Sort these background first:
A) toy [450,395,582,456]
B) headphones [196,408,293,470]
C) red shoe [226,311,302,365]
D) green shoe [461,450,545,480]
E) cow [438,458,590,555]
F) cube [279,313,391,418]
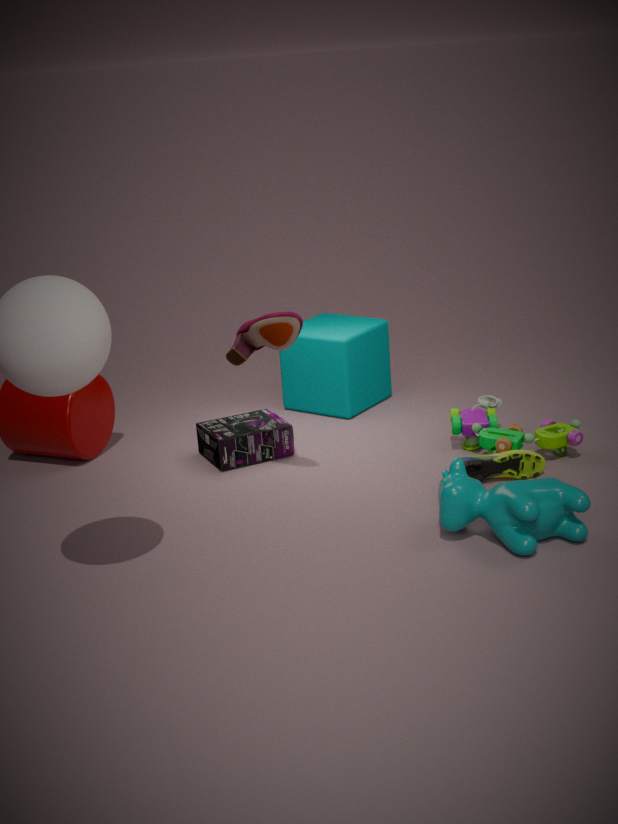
cube [279,313,391,418], headphones [196,408,293,470], toy [450,395,582,456], green shoe [461,450,545,480], red shoe [226,311,302,365], cow [438,458,590,555]
